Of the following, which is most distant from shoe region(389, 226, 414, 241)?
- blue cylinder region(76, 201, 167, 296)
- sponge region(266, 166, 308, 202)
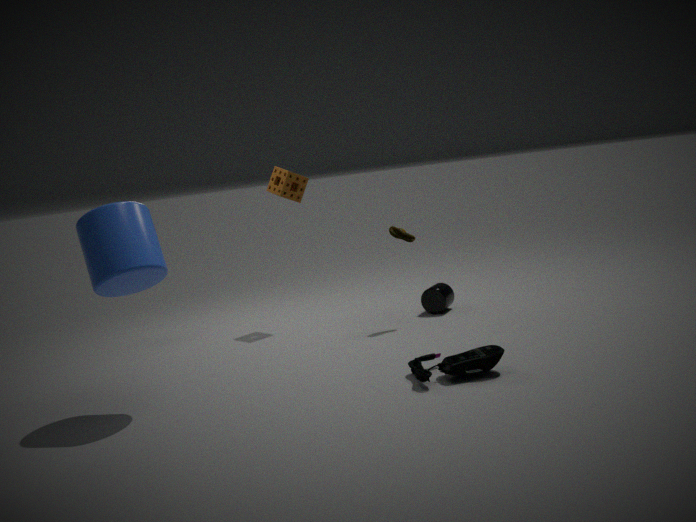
blue cylinder region(76, 201, 167, 296)
